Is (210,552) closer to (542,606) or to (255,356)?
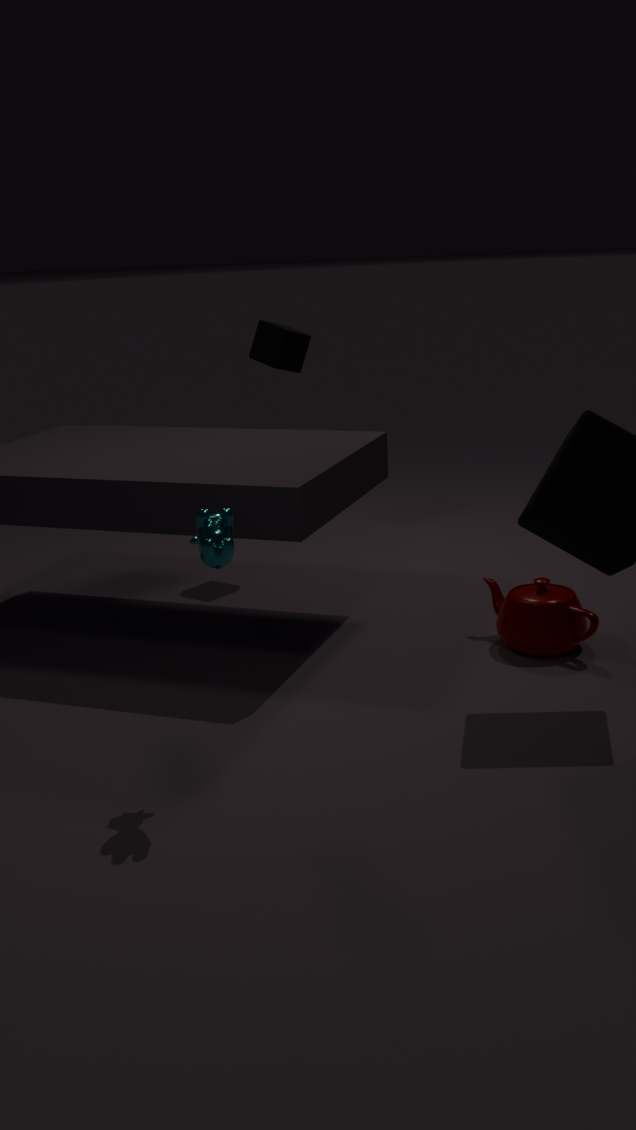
(542,606)
